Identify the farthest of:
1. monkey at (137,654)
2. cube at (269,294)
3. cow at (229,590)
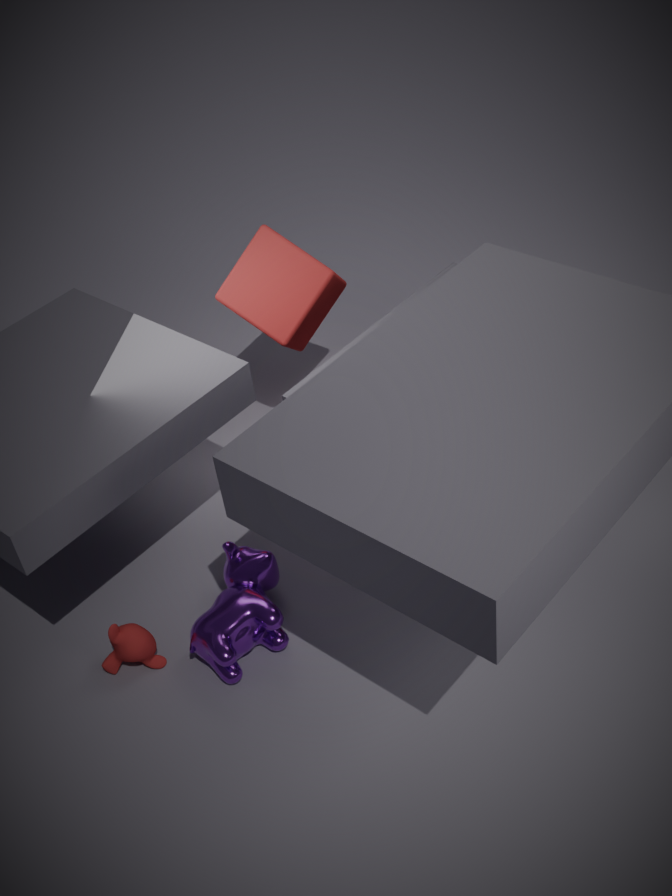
cube at (269,294)
